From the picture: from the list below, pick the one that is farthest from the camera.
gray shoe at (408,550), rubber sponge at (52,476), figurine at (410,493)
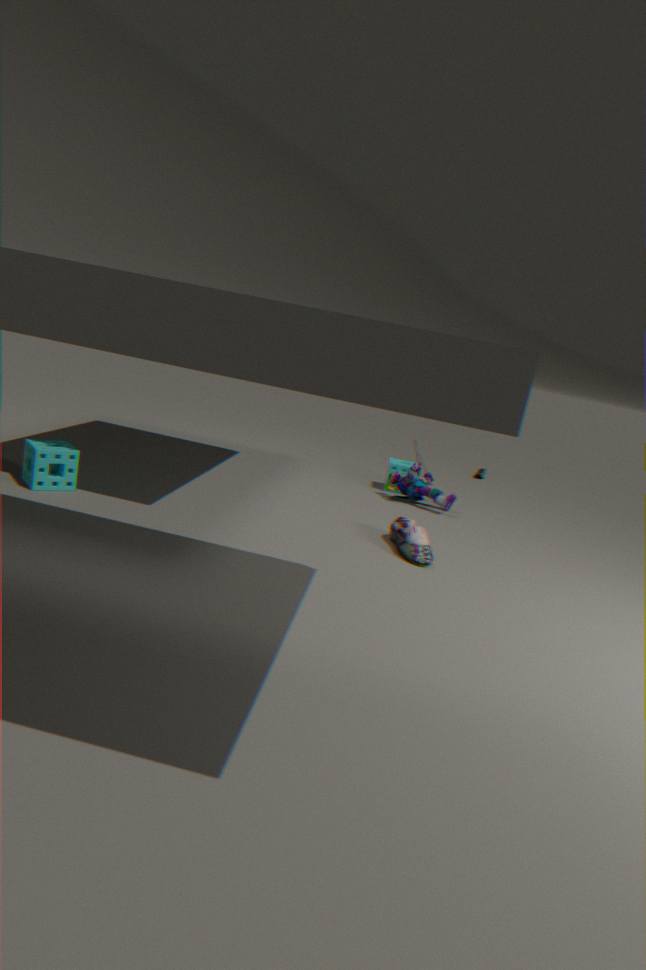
figurine at (410,493)
